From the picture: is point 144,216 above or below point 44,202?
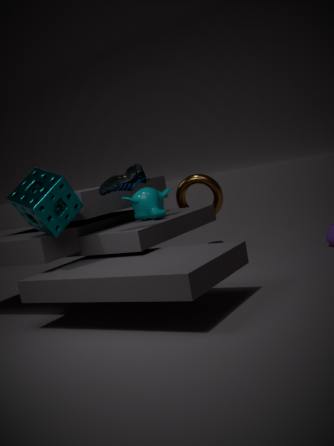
below
